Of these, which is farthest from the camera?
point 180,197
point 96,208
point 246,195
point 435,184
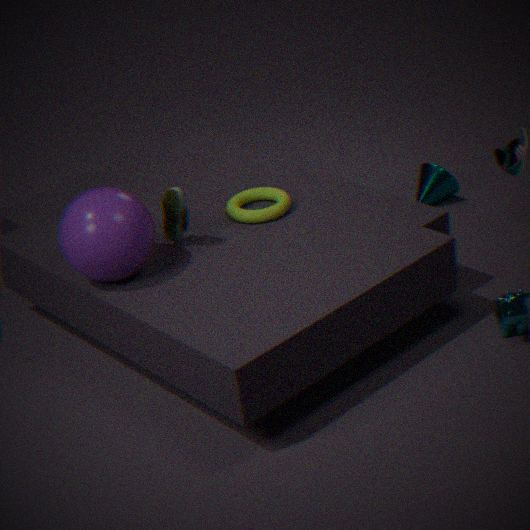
point 435,184
